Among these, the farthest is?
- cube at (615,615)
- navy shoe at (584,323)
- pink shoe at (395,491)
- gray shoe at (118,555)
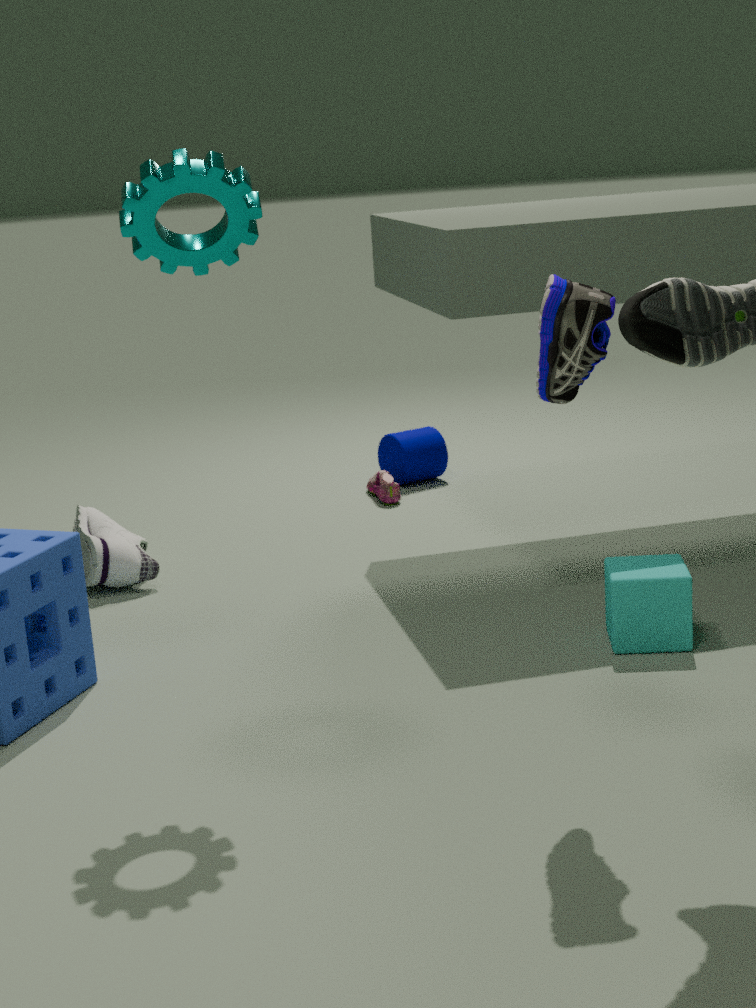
pink shoe at (395,491)
